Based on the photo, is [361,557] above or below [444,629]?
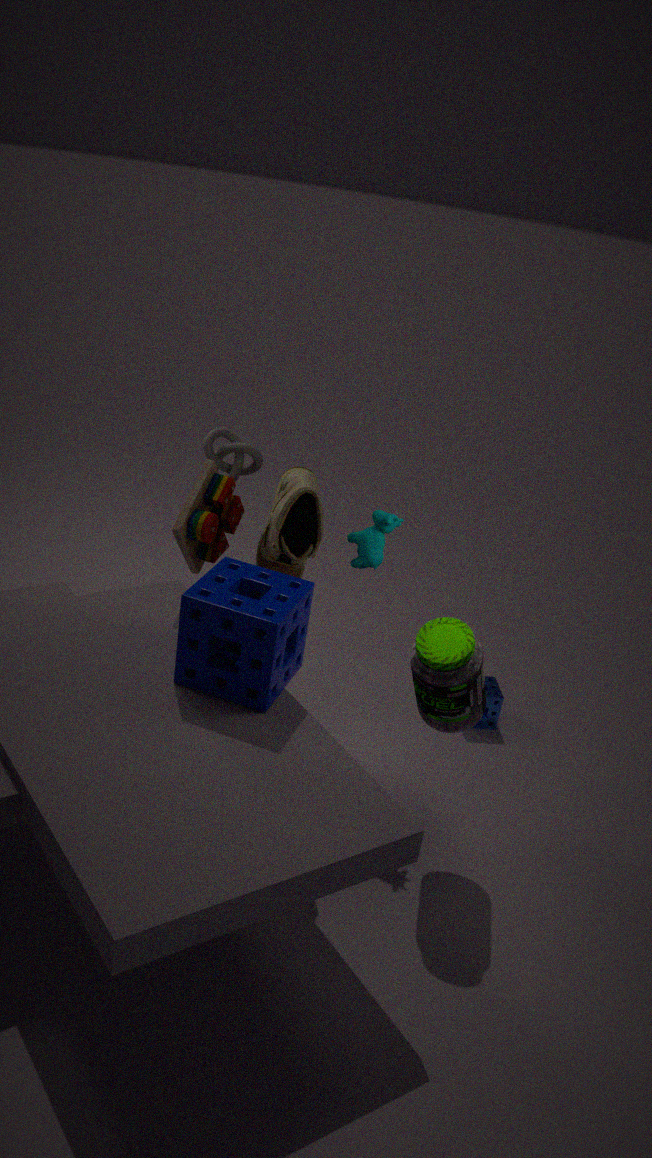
above
